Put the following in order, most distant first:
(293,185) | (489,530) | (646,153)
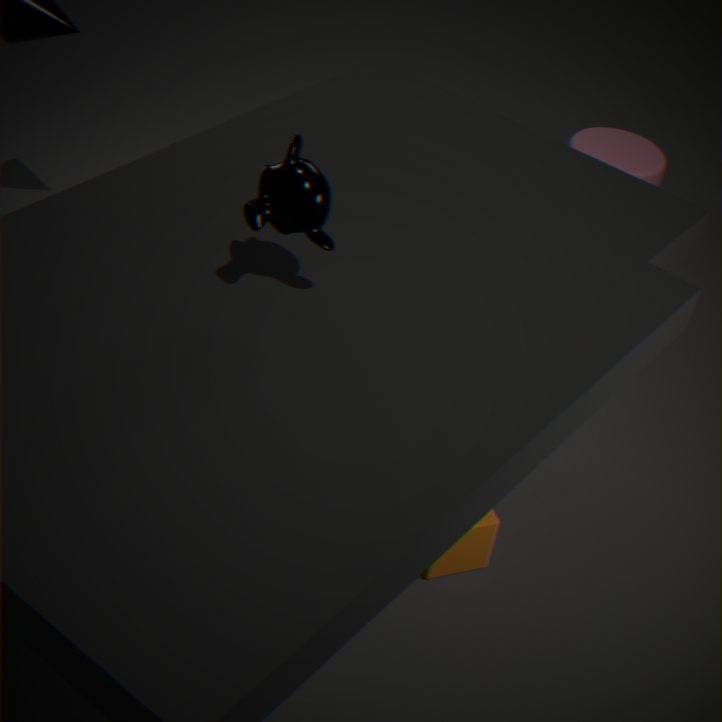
1. (646,153)
2. (489,530)
3. (293,185)
